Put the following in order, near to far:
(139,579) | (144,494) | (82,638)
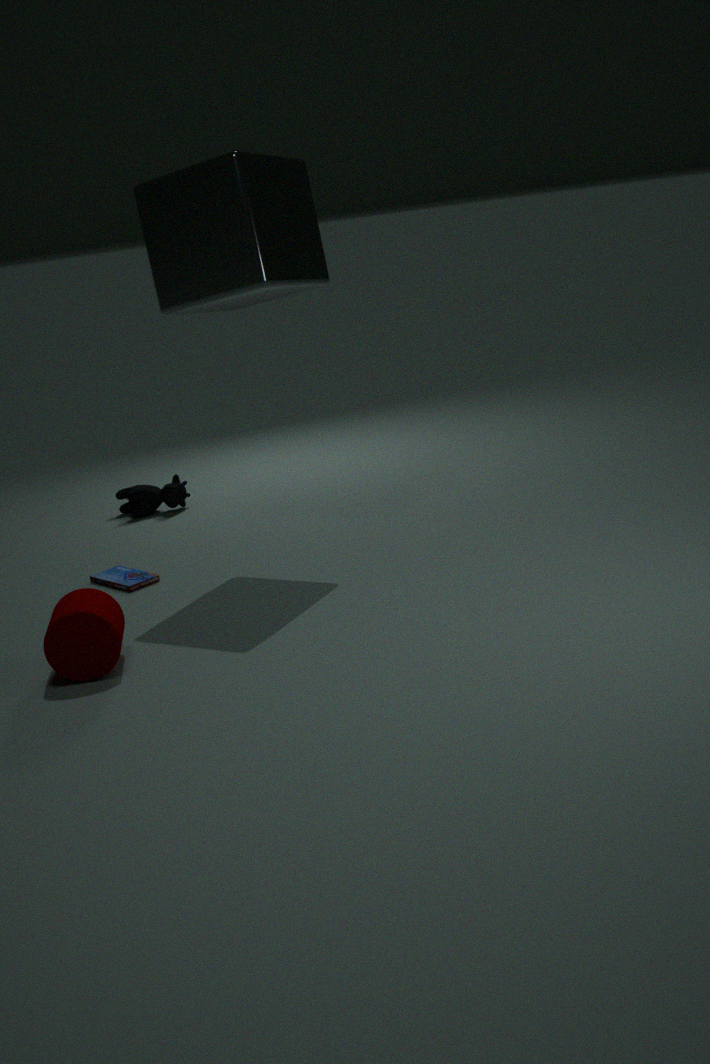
(82,638), (139,579), (144,494)
